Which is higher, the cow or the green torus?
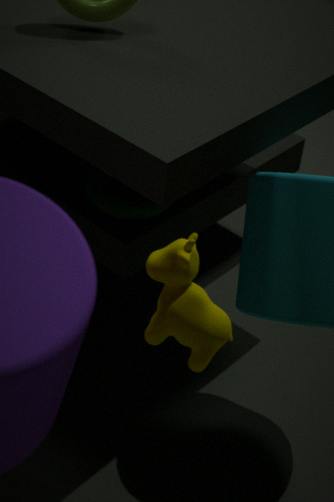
the cow
